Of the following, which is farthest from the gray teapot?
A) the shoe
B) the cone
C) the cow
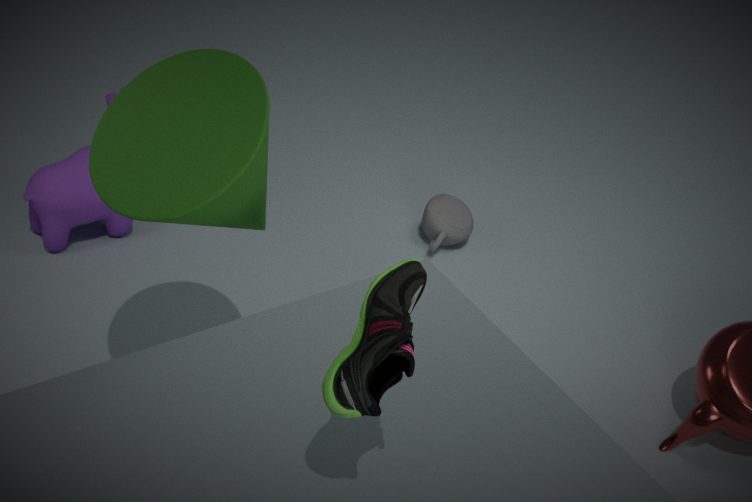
the shoe
